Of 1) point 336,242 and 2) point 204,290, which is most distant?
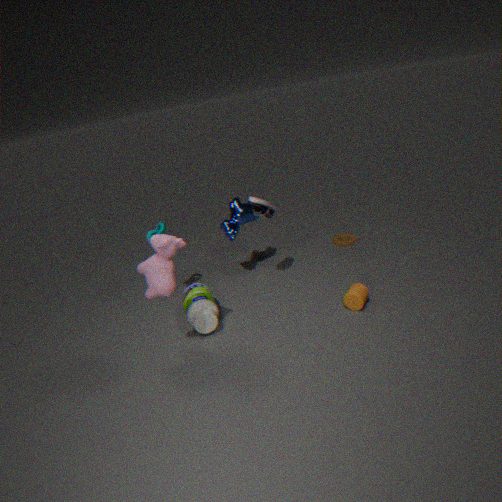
1. point 336,242
